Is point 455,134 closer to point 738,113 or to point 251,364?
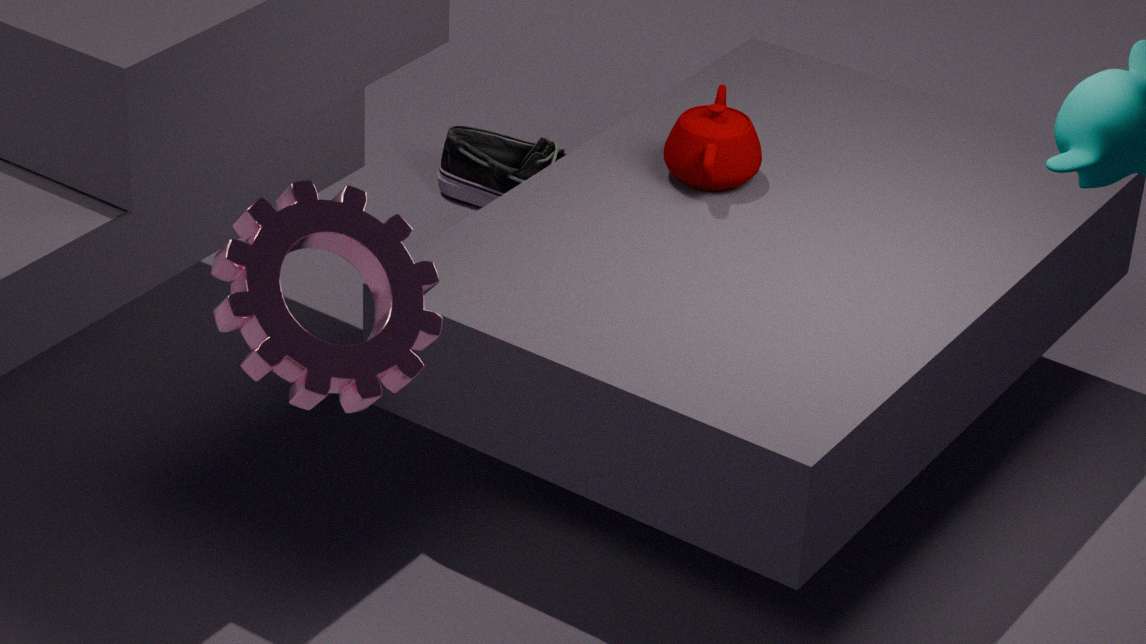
point 738,113
